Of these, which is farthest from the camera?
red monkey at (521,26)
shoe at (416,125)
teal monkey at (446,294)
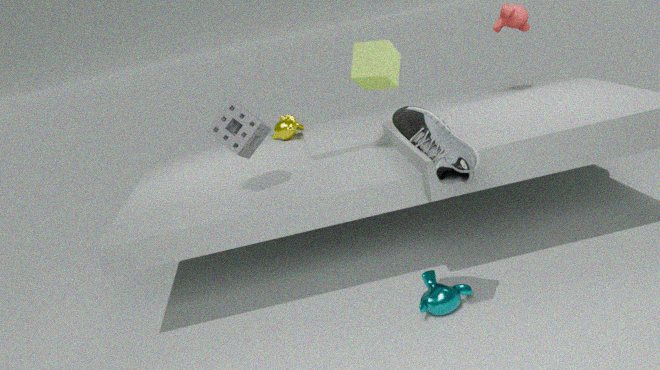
red monkey at (521,26)
